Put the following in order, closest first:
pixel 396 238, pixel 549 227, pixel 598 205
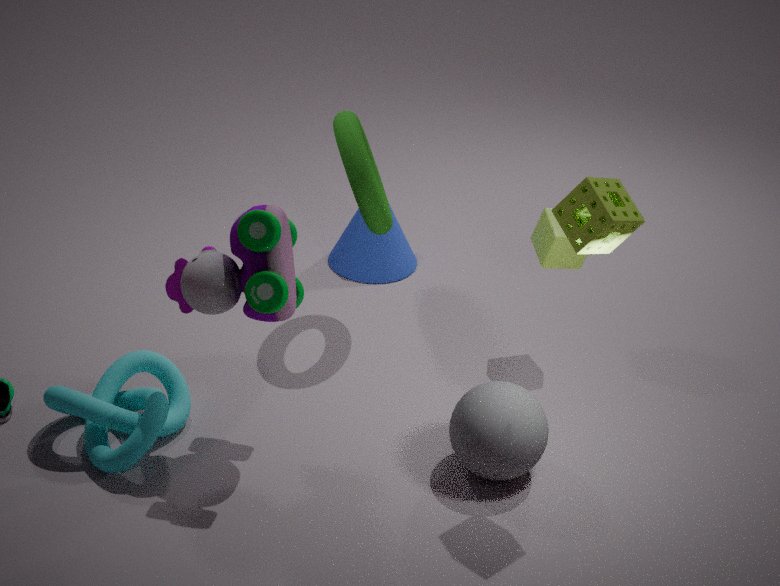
pixel 598 205, pixel 549 227, pixel 396 238
